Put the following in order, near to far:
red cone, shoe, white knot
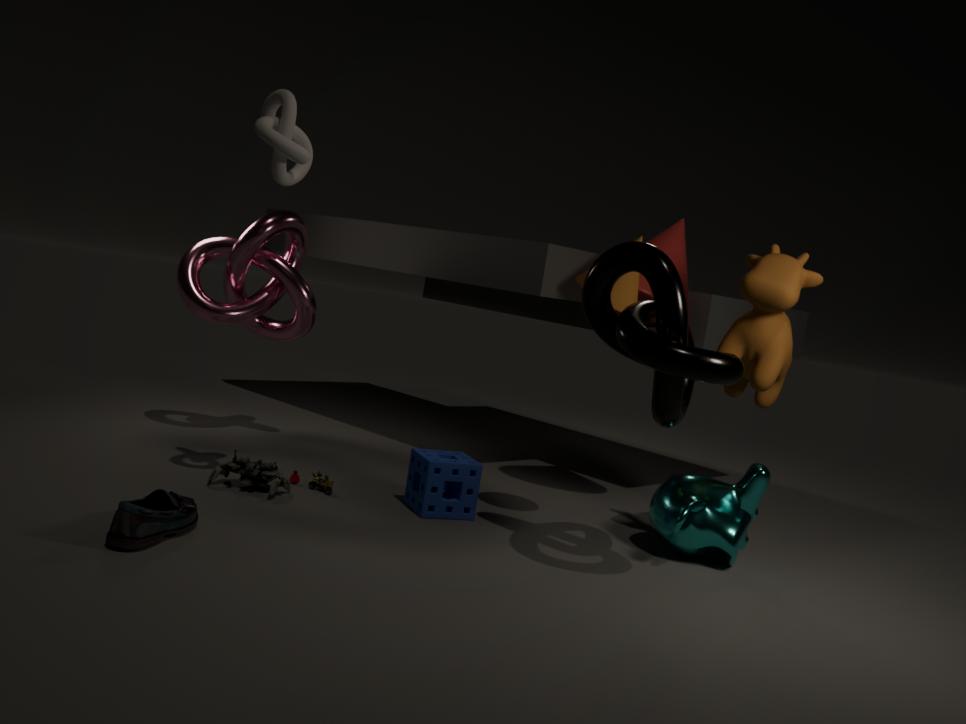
shoe → white knot → red cone
